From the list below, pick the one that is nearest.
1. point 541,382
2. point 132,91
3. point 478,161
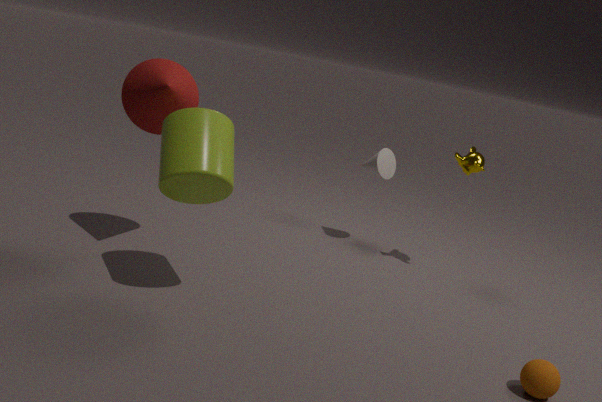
point 541,382
